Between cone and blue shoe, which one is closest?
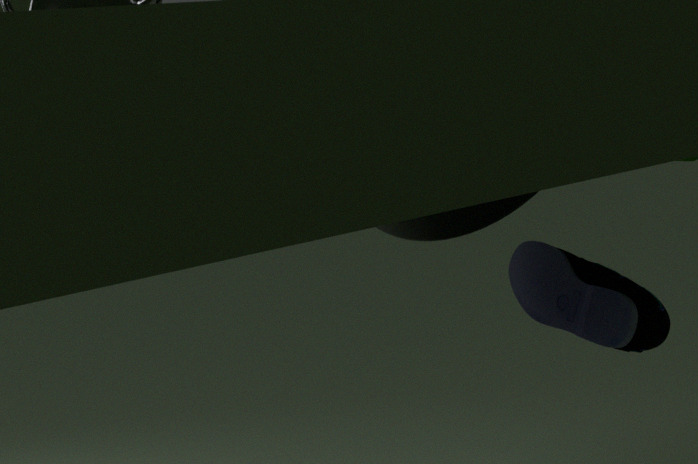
cone
